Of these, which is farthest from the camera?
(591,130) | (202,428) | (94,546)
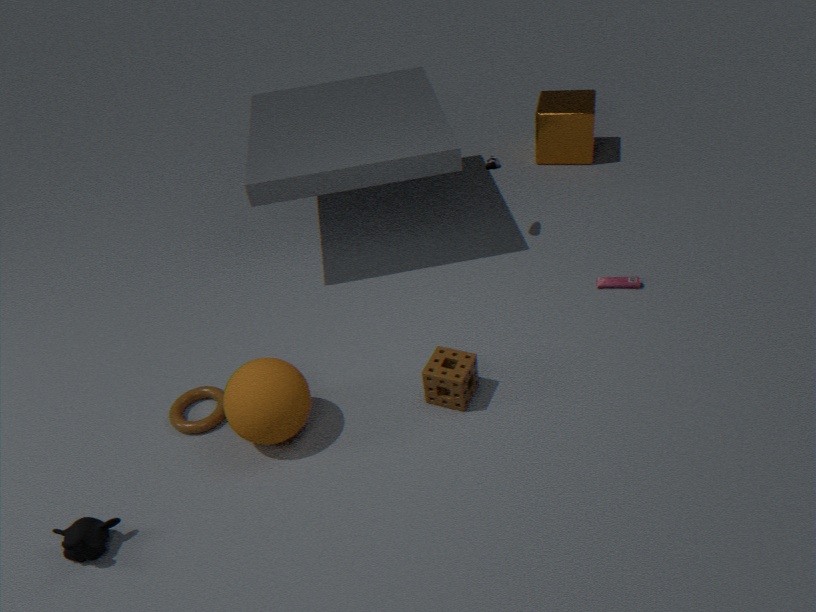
(591,130)
